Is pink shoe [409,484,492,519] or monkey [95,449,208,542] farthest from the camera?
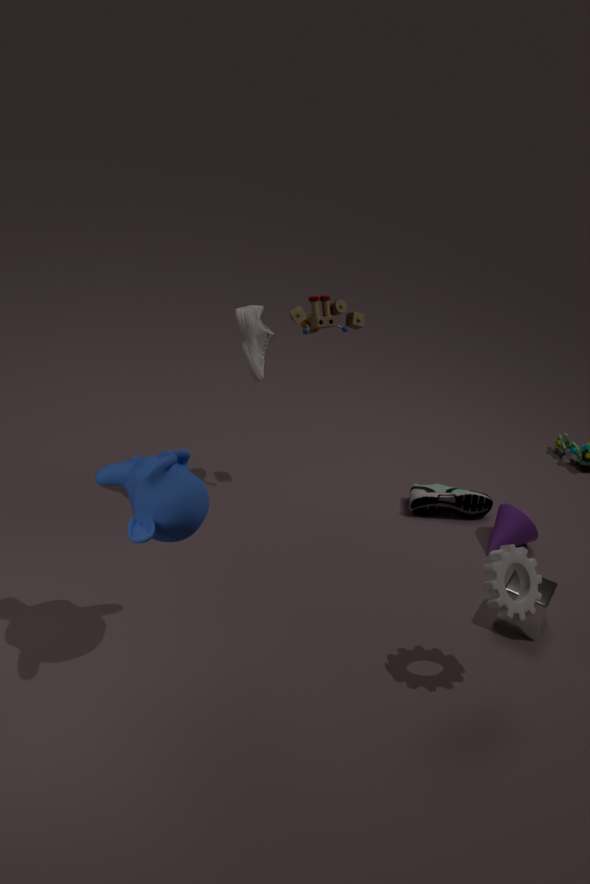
pink shoe [409,484,492,519]
